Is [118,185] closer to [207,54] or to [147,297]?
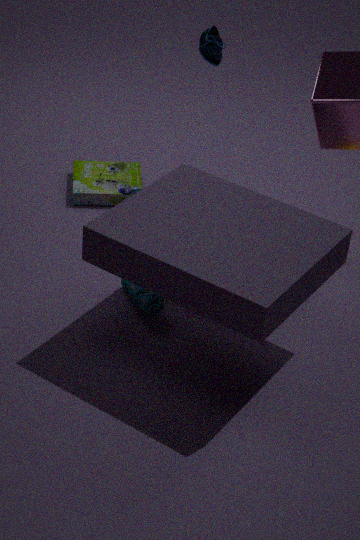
[147,297]
